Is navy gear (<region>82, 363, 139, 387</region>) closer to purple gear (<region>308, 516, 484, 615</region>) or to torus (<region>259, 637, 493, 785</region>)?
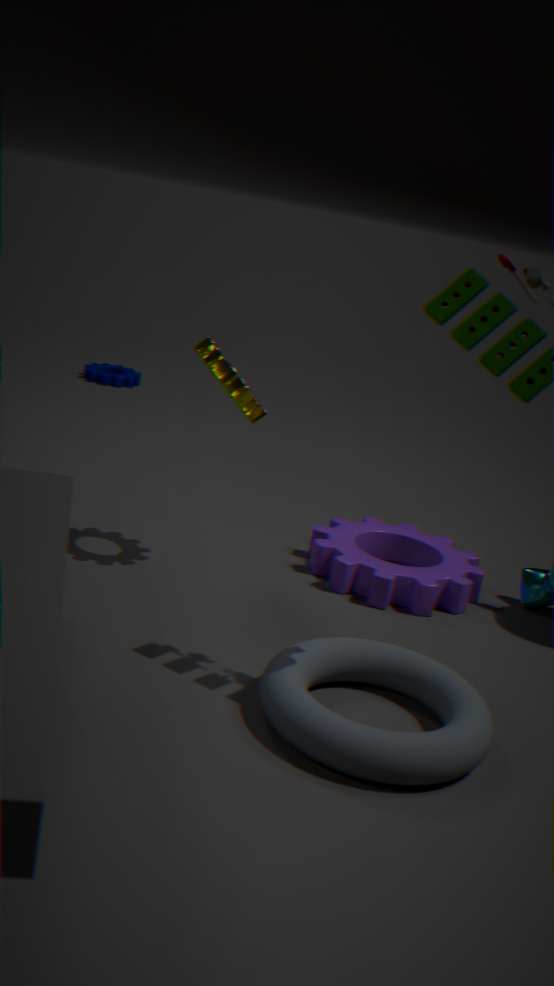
purple gear (<region>308, 516, 484, 615</region>)
